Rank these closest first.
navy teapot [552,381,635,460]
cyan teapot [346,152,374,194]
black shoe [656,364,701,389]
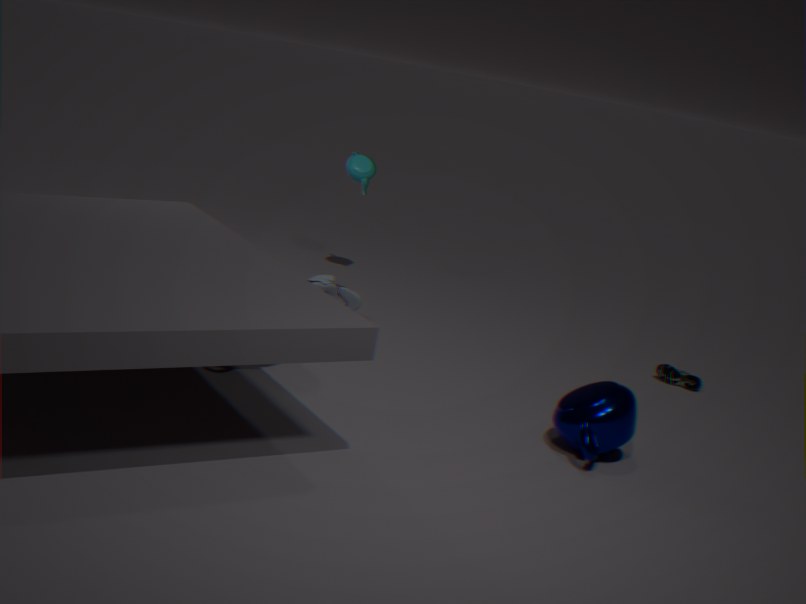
navy teapot [552,381,635,460], black shoe [656,364,701,389], cyan teapot [346,152,374,194]
